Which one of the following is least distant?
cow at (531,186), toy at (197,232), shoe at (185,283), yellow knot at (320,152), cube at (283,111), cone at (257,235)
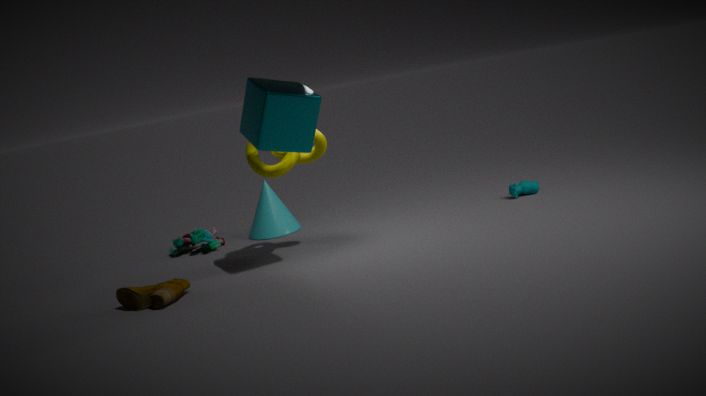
cube at (283,111)
